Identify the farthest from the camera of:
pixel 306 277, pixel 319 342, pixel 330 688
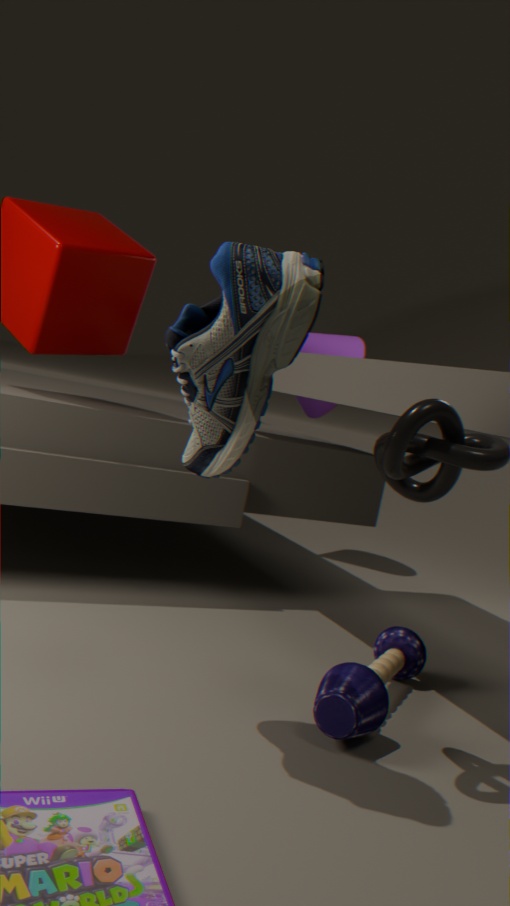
pixel 319 342
